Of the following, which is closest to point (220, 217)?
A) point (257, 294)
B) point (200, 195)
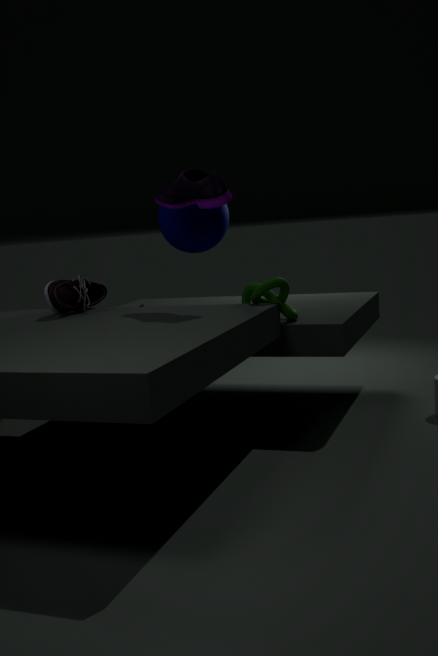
point (200, 195)
